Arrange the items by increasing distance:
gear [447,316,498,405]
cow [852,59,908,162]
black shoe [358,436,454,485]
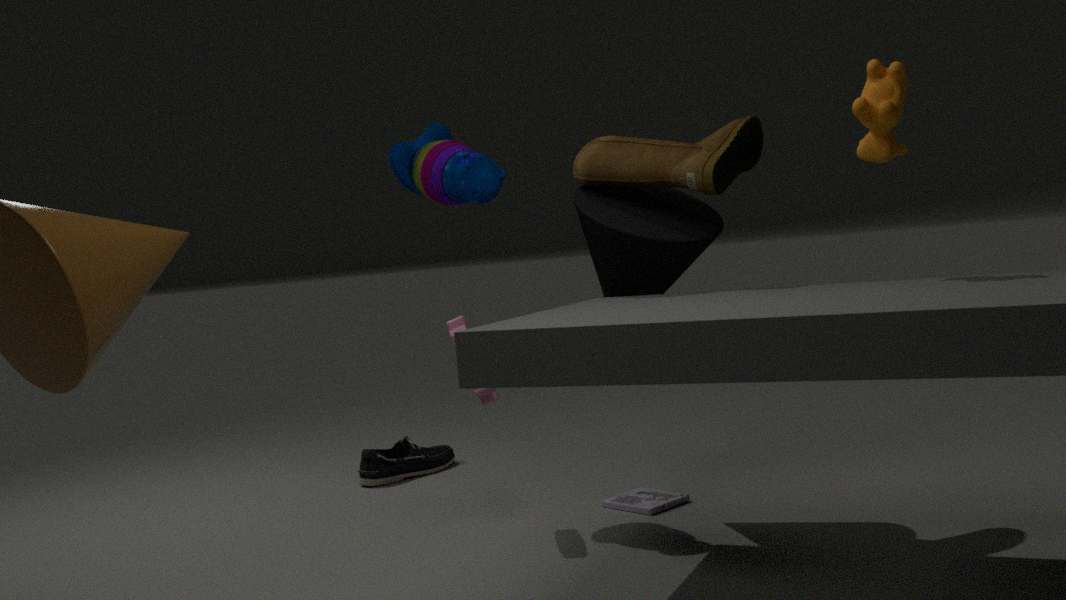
cow [852,59,908,162] → gear [447,316,498,405] → black shoe [358,436,454,485]
